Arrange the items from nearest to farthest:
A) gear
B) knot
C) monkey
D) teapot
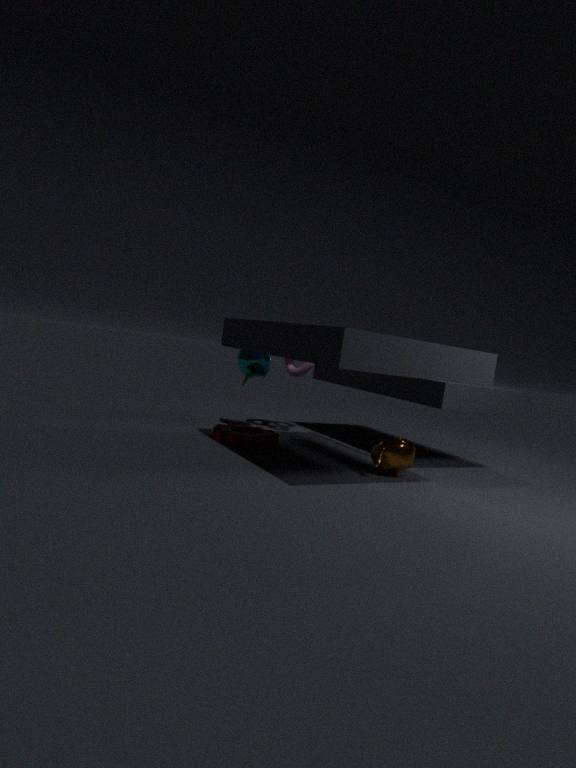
teapot → gear → monkey → knot
